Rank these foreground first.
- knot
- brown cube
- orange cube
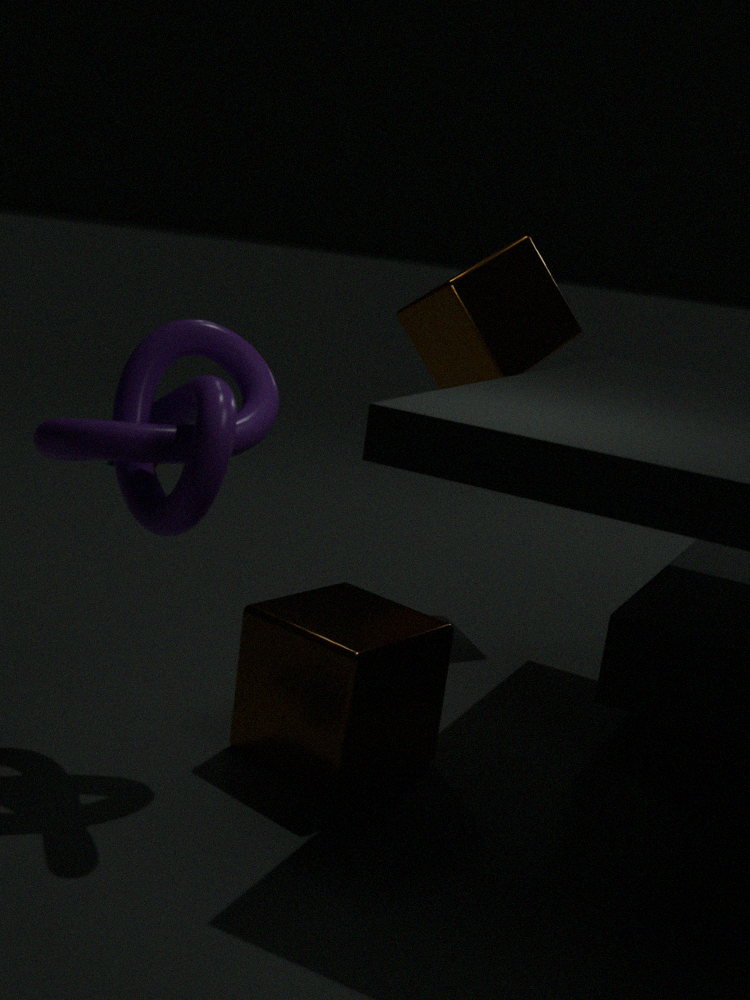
knot, brown cube, orange cube
